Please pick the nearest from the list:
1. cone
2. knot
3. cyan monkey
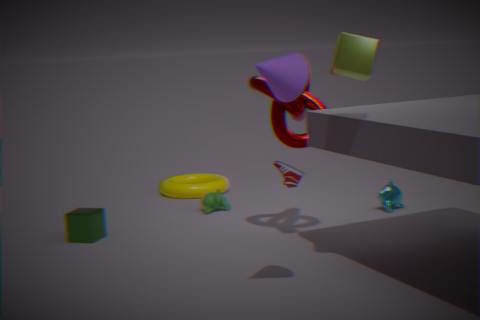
cone
